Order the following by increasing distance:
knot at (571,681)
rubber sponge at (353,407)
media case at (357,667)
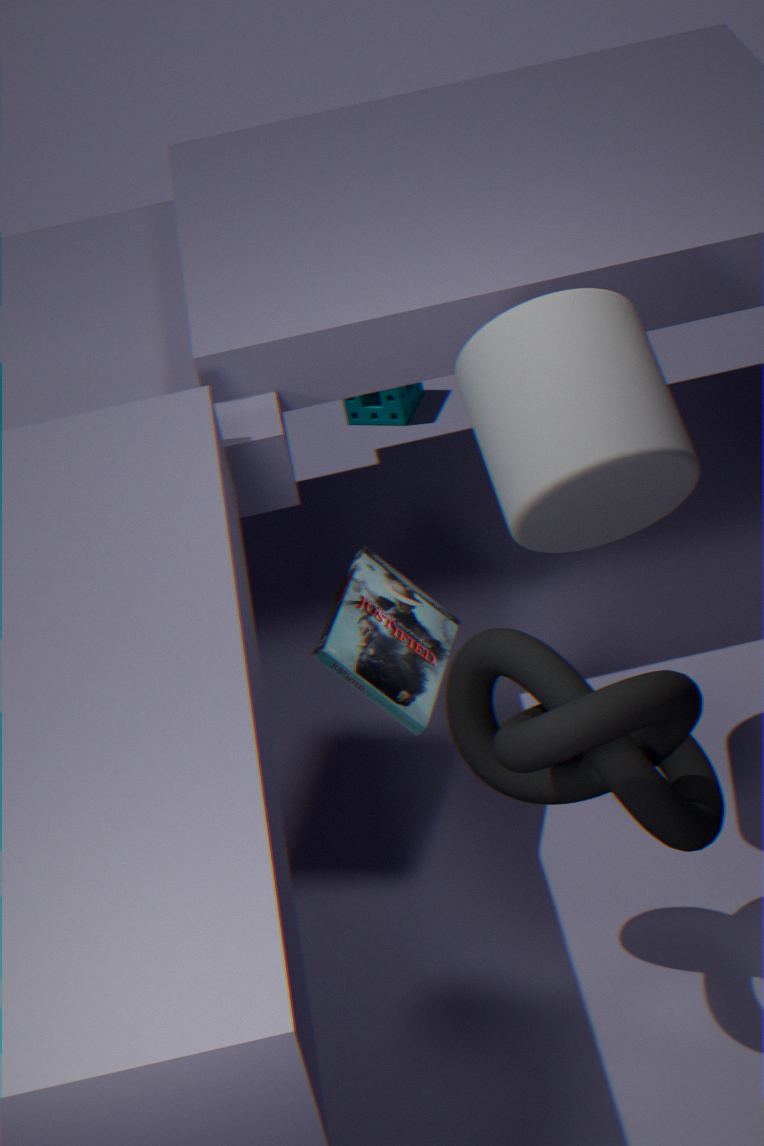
1. knot at (571,681)
2. media case at (357,667)
3. rubber sponge at (353,407)
